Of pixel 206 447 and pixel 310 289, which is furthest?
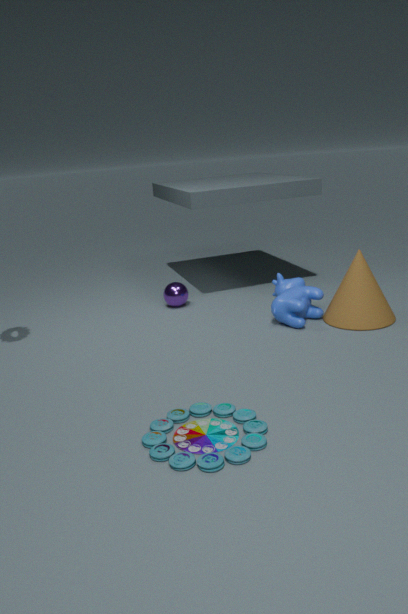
pixel 310 289
